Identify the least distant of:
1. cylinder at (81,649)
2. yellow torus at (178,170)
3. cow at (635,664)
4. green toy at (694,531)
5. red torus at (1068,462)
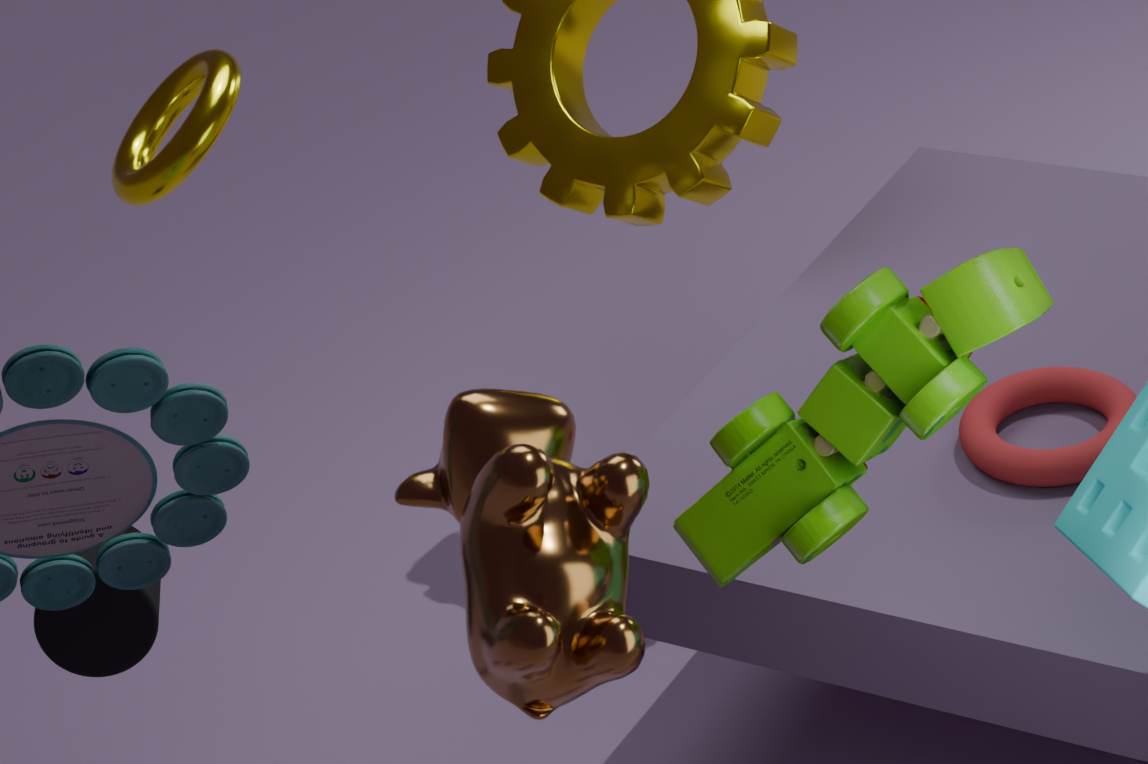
cow at (635,664)
